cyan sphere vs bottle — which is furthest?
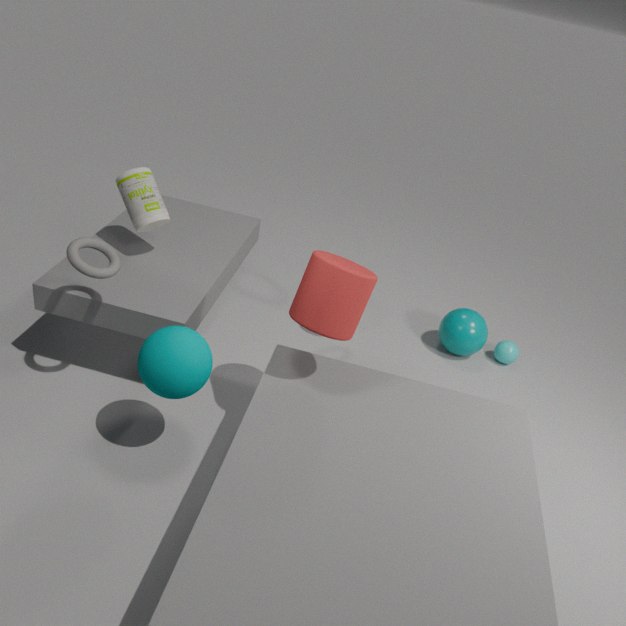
cyan sphere
